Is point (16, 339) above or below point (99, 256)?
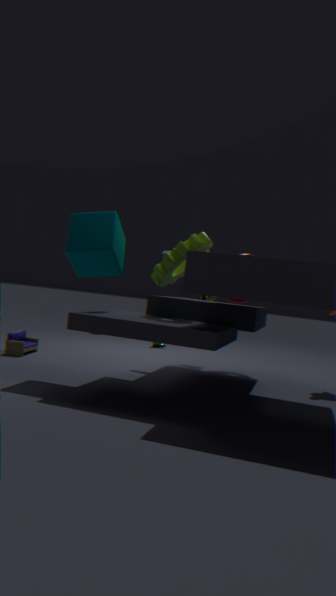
below
